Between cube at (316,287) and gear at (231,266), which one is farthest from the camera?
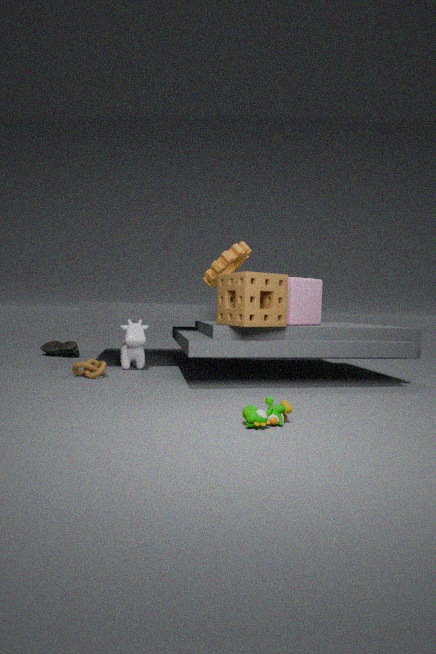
gear at (231,266)
